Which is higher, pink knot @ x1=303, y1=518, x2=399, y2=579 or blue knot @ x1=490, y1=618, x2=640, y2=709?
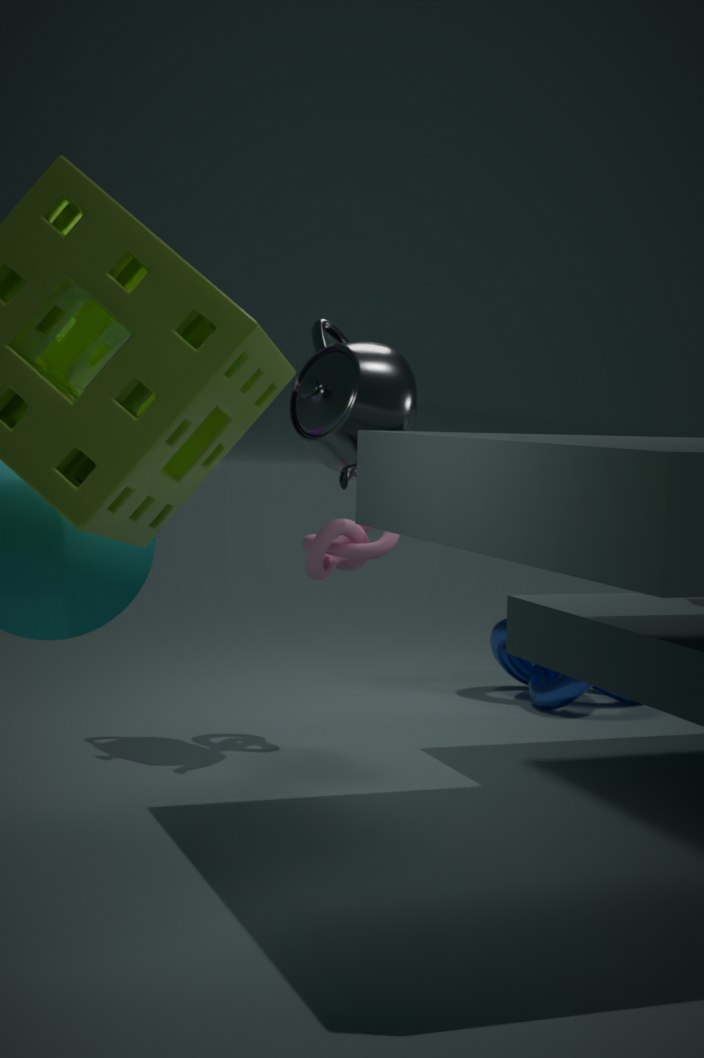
pink knot @ x1=303, y1=518, x2=399, y2=579
